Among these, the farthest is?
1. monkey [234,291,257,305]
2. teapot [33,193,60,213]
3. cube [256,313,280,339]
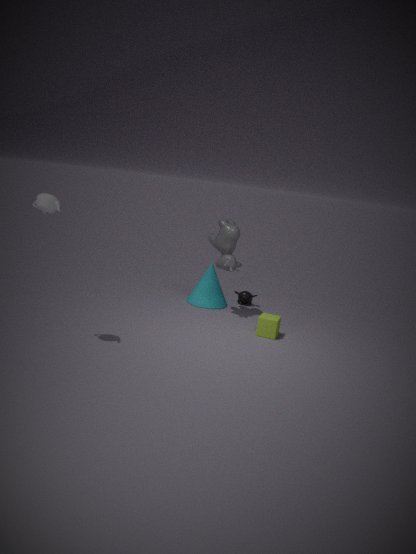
monkey [234,291,257,305]
